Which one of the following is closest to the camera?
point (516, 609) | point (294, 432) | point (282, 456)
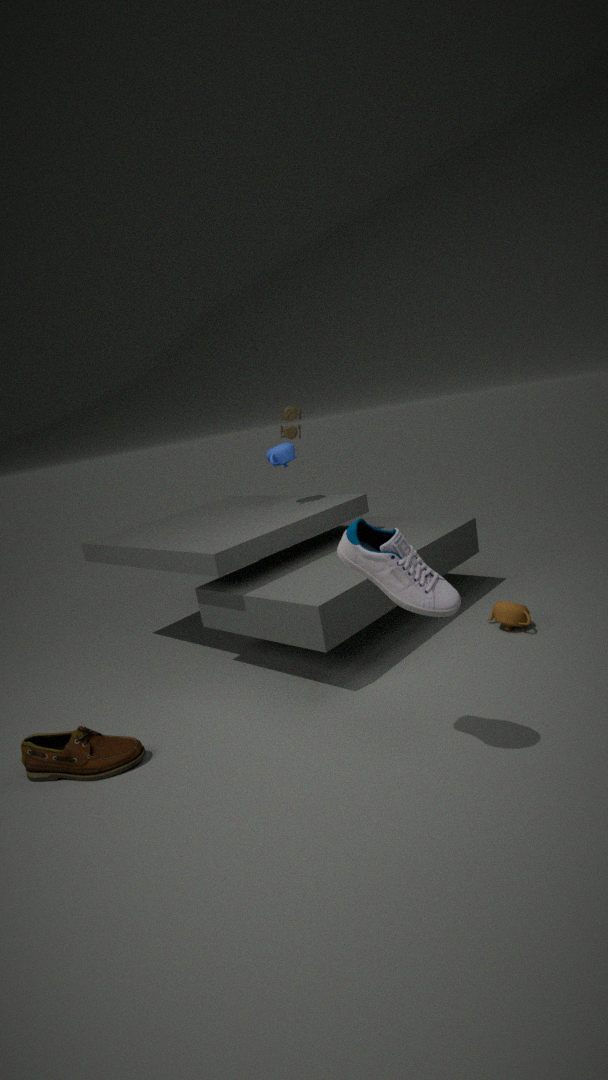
point (516, 609)
